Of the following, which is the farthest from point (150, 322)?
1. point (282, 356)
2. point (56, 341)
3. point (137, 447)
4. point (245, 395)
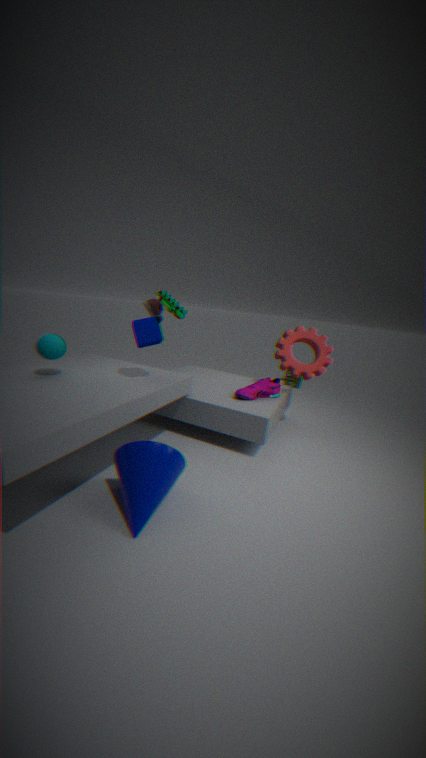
point (282, 356)
